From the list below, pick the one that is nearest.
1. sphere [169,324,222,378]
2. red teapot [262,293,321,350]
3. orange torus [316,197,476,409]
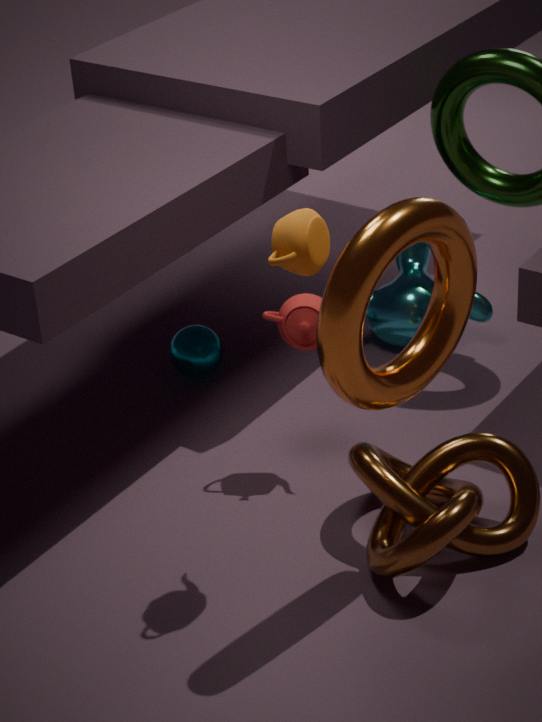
orange torus [316,197,476,409]
